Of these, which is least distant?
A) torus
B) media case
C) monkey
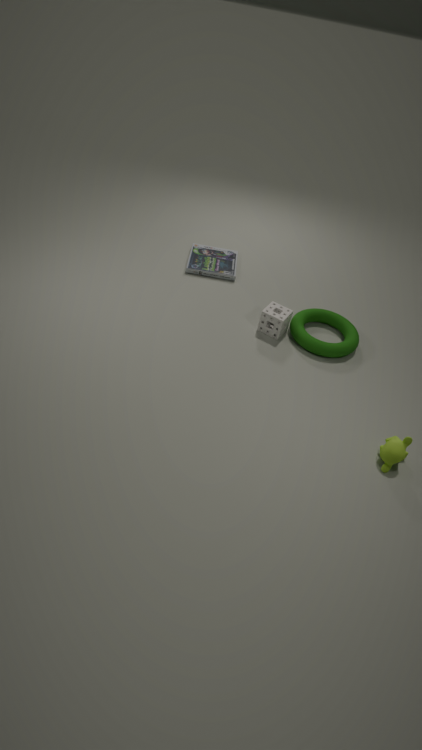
C. monkey
